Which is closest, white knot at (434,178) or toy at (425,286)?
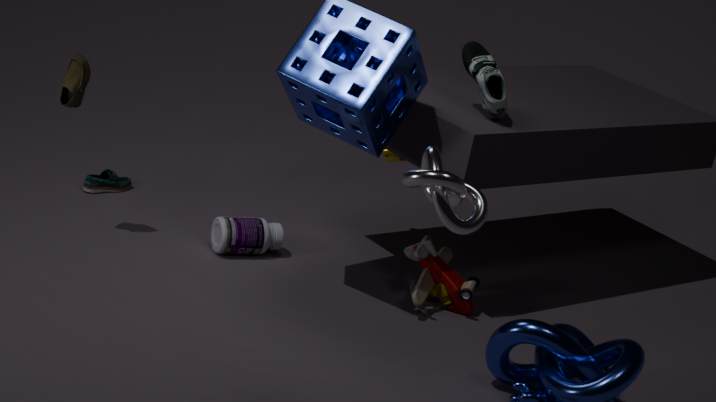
white knot at (434,178)
